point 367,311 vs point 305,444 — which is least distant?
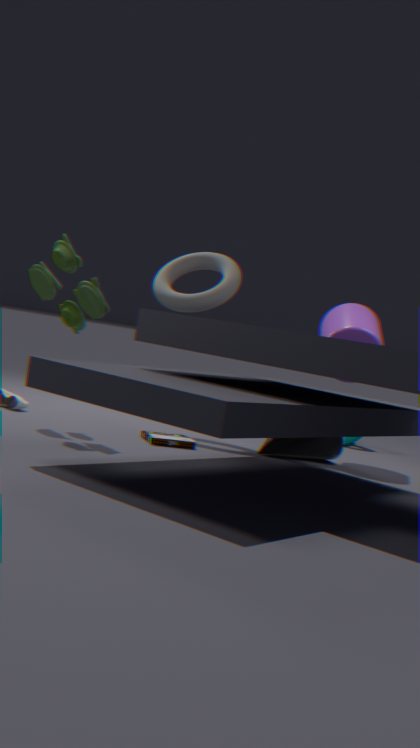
point 305,444
